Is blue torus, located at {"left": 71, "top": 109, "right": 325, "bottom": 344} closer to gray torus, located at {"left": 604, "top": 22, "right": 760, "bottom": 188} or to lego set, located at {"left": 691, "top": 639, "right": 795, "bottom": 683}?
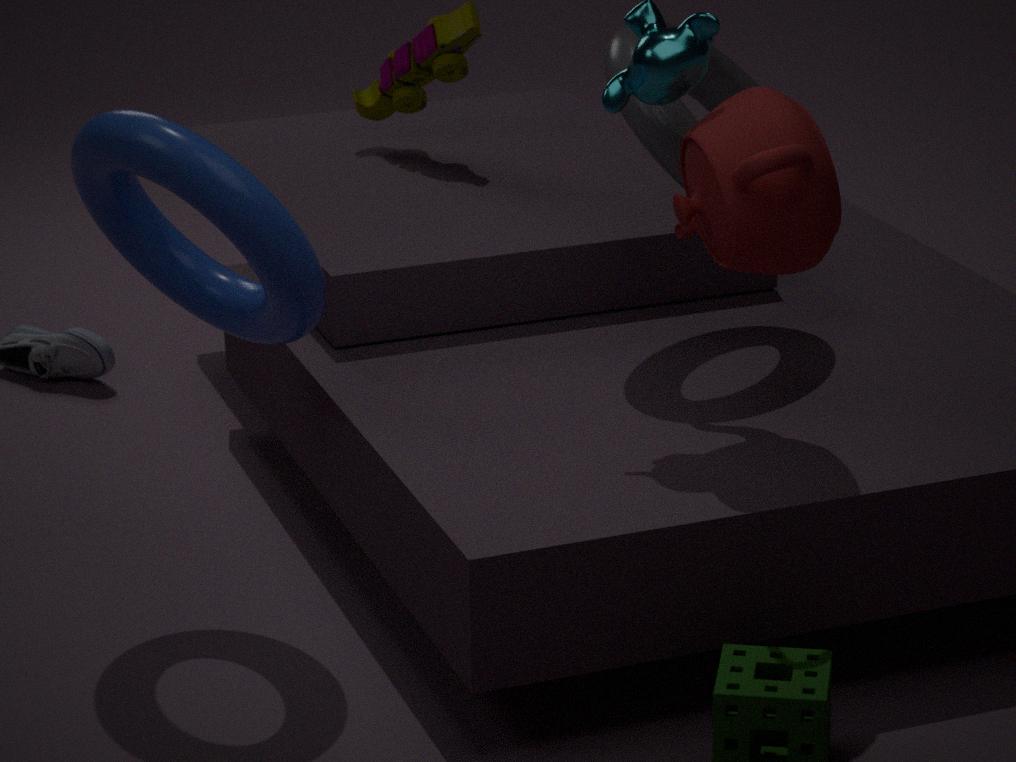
gray torus, located at {"left": 604, "top": 22, "right": 760, "bottom": 188}
